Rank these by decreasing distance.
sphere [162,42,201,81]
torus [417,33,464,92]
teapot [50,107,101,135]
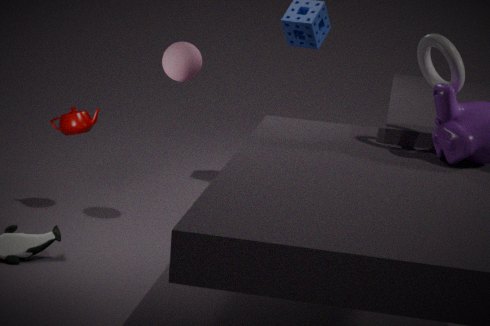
teapot [50,107,101,135]
sphere [162,42,201,81]
torus [417,33,464,92]
